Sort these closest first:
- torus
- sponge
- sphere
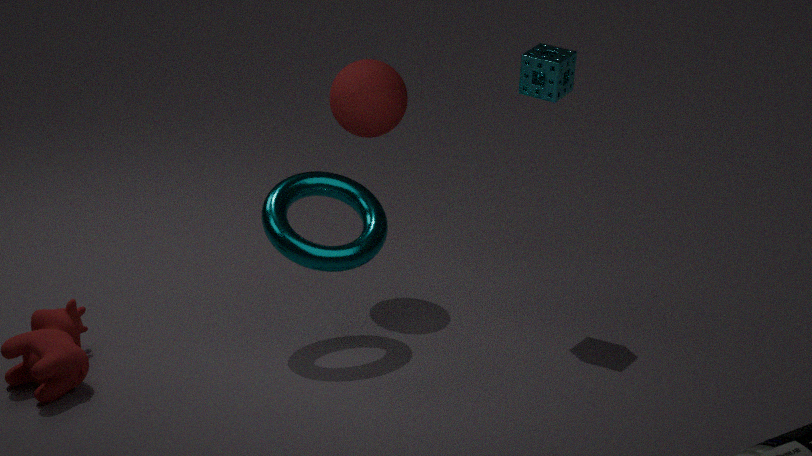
torus → sponge → sphere
